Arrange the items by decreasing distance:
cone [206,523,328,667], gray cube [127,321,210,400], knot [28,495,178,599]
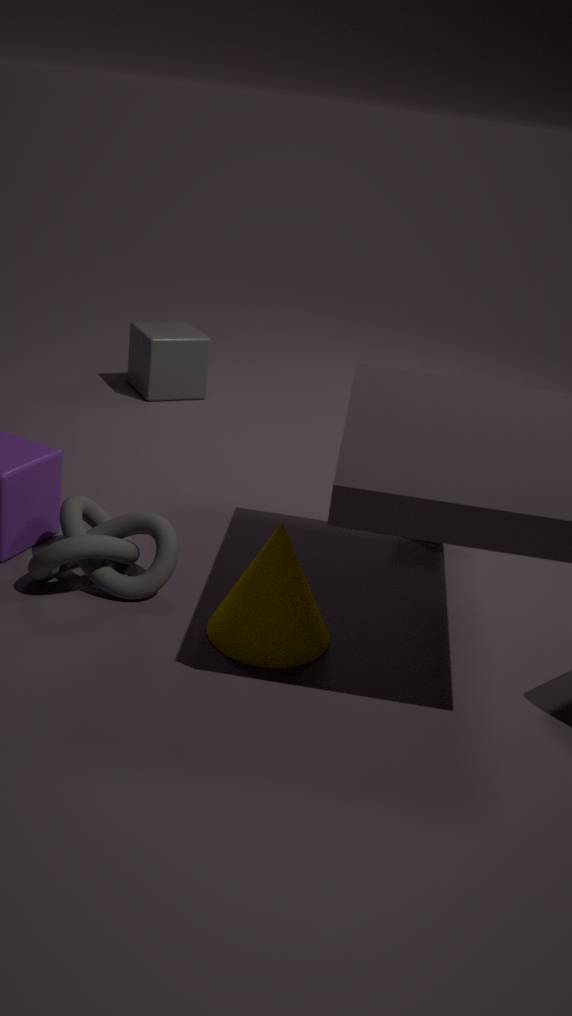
gray cube [127,321,210,400] → knot [28,495,178,599] → cone [206,523,328,667]
